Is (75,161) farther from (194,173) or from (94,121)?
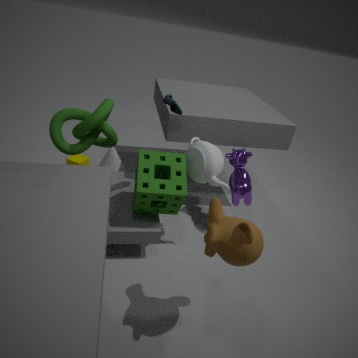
(194,173)
